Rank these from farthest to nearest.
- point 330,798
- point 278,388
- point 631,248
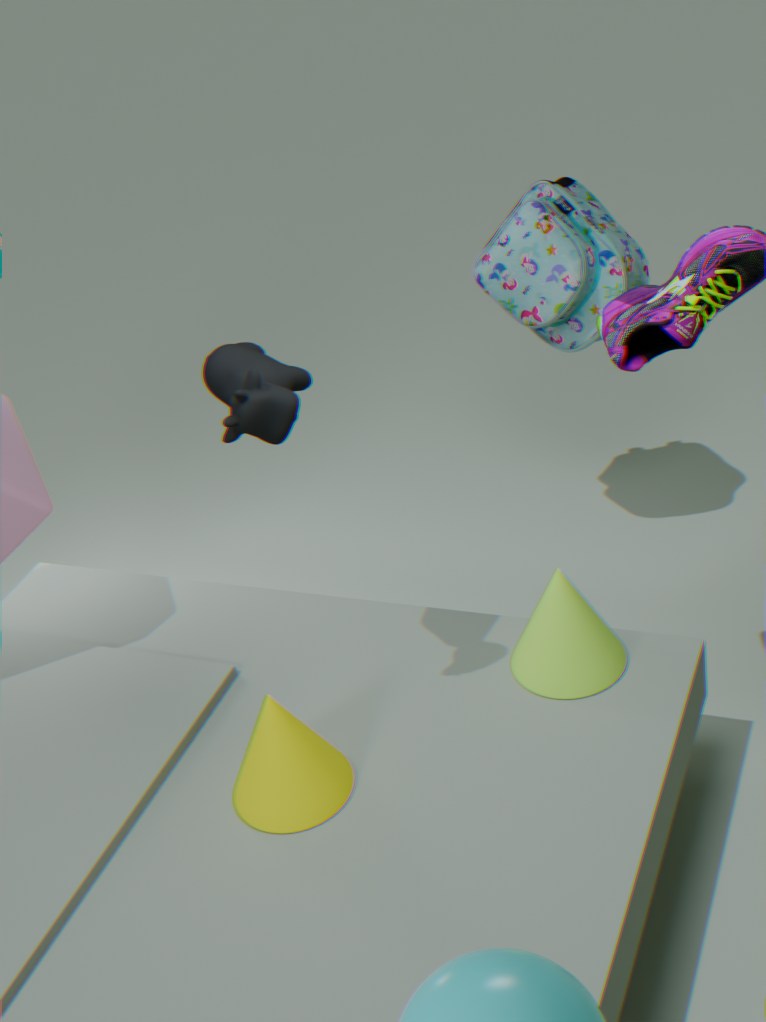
point 631,248, point 330,798, point 278,388
